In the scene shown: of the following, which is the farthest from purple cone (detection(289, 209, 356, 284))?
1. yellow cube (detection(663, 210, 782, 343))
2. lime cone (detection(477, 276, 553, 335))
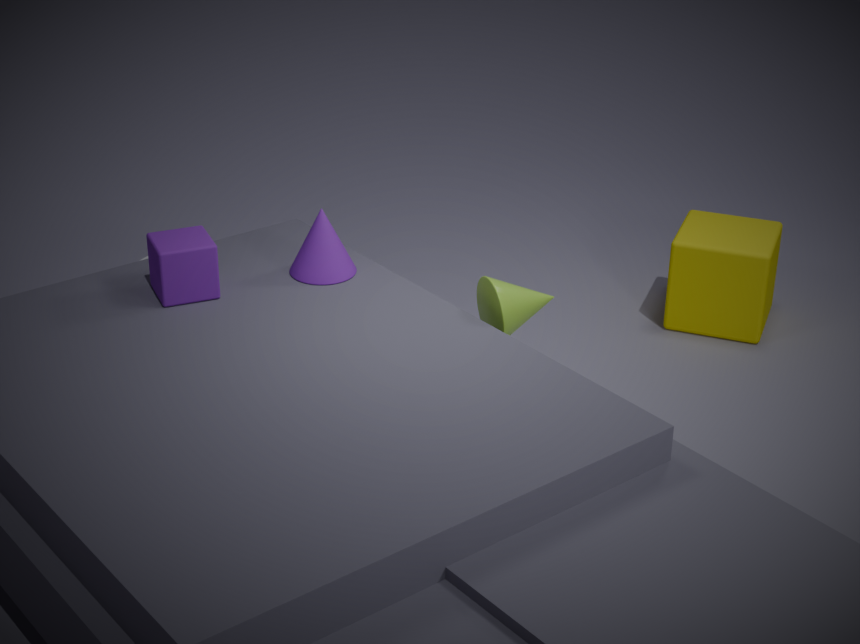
yellow cube (detection(663, 210, 782, 343))
